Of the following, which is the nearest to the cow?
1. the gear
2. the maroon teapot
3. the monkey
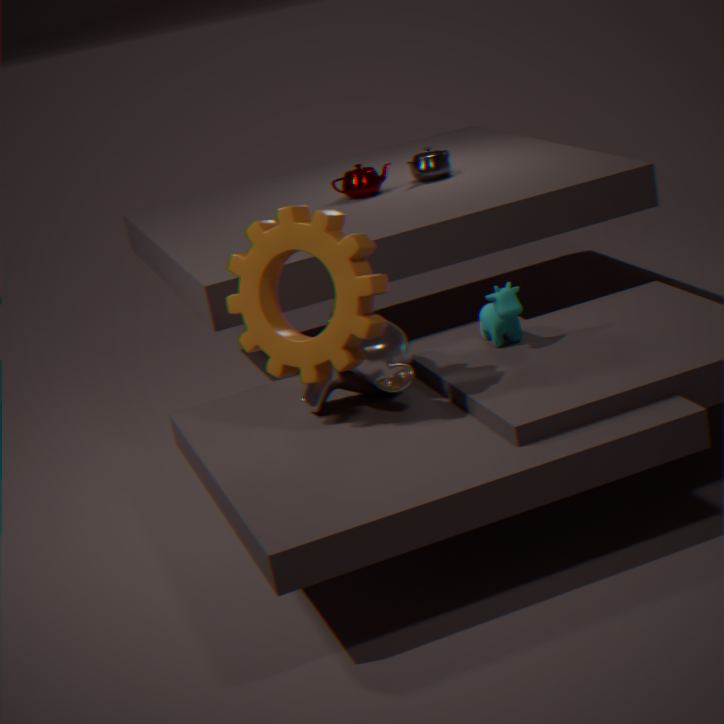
the monkey
